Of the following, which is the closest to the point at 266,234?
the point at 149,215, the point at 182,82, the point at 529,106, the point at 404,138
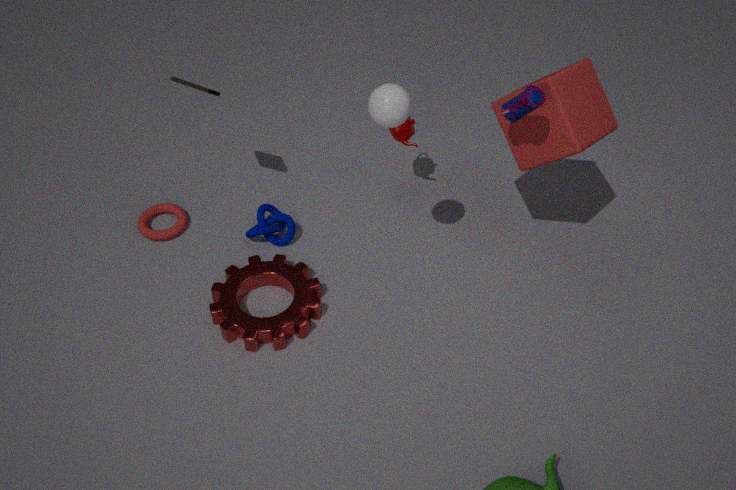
the point at 149,215
